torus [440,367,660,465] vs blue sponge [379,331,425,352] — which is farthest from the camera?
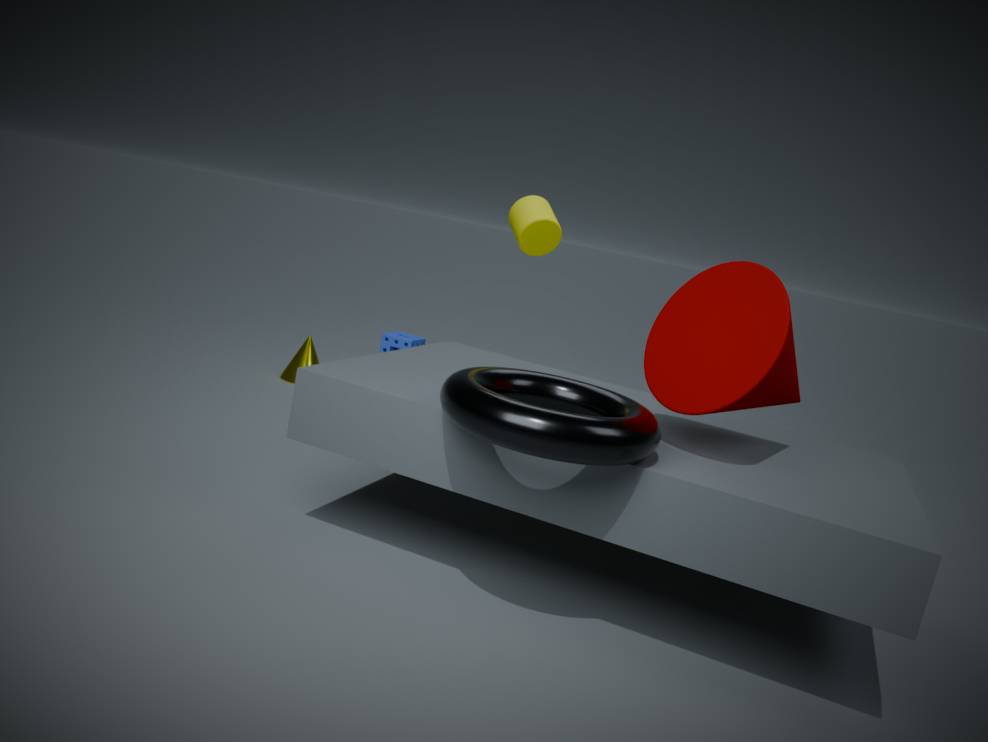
blue sponge [379,331,425,352]
